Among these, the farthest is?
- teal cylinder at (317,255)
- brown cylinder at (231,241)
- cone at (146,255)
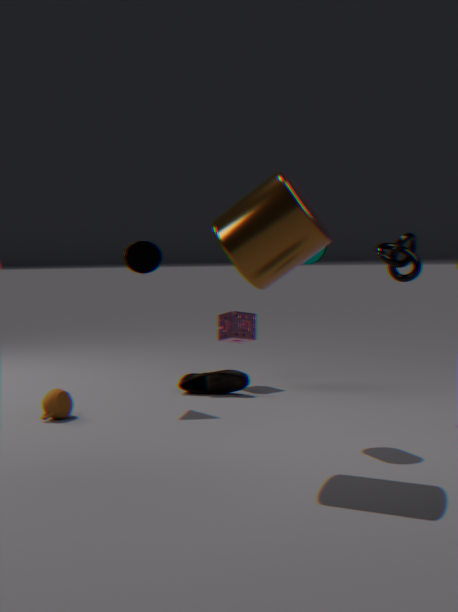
cone at (146,255)
